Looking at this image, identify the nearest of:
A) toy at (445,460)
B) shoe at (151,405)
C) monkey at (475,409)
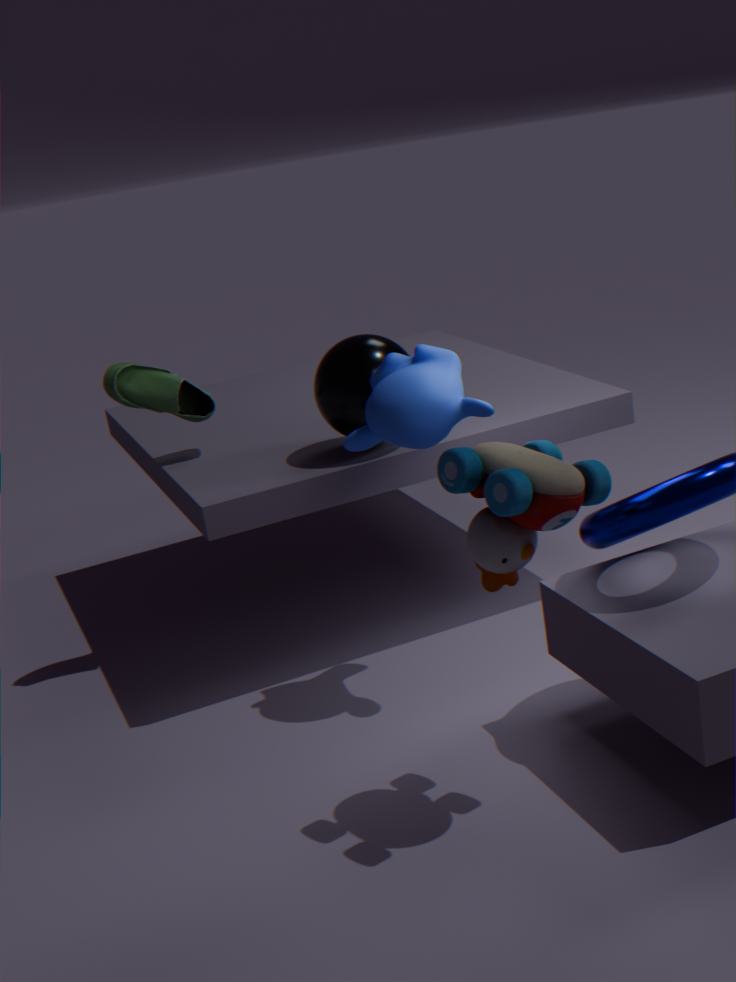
toy at (445,460)
